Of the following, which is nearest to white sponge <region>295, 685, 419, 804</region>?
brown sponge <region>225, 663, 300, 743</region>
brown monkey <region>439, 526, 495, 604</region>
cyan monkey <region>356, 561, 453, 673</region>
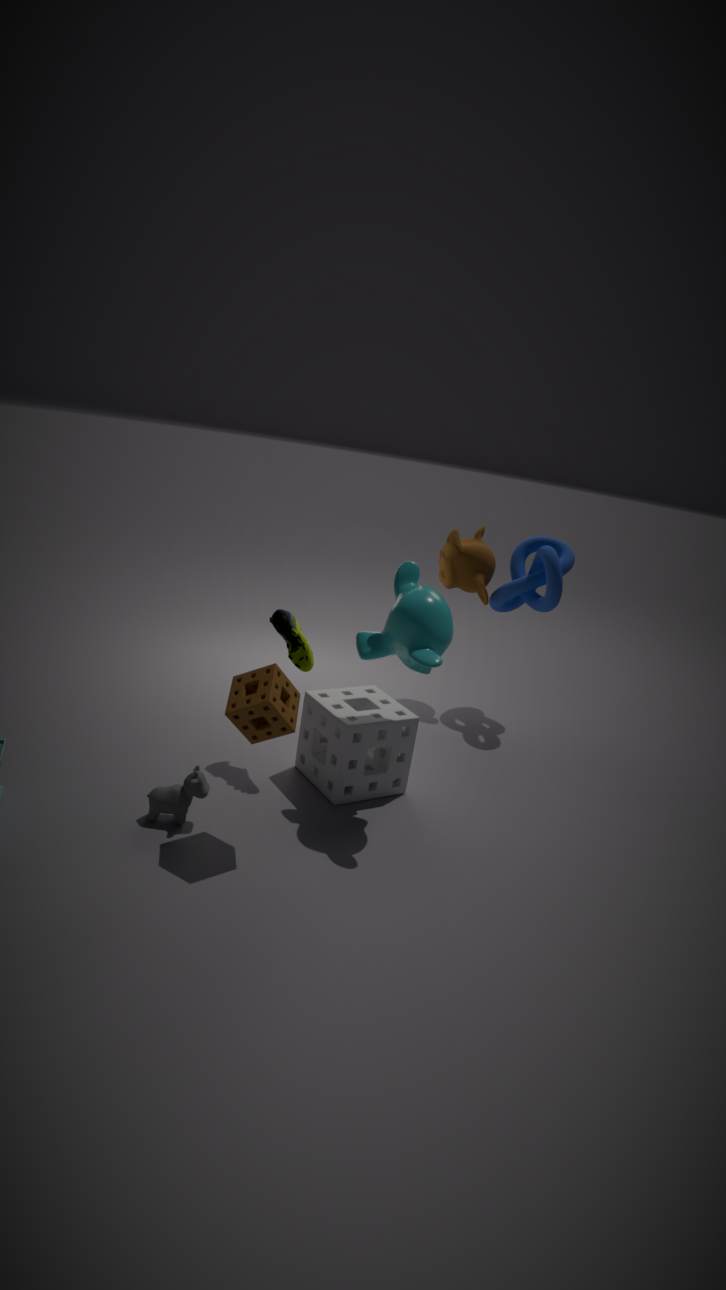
cyan monkey <region>356, 561, 453, 673</region>
